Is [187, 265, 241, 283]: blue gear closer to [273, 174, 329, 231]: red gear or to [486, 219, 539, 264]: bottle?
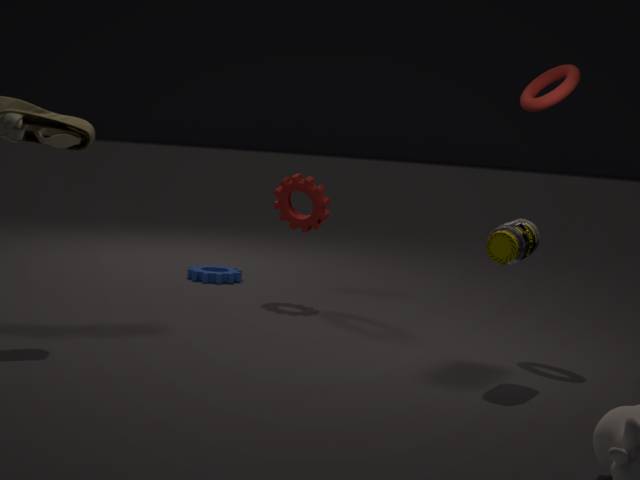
[273, 174, 329, 231]: red gear
